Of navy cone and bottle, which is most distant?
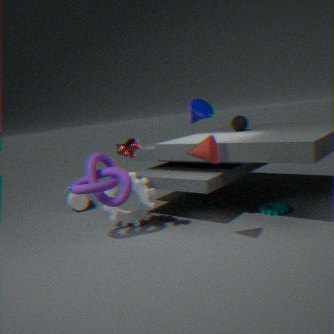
bottle
